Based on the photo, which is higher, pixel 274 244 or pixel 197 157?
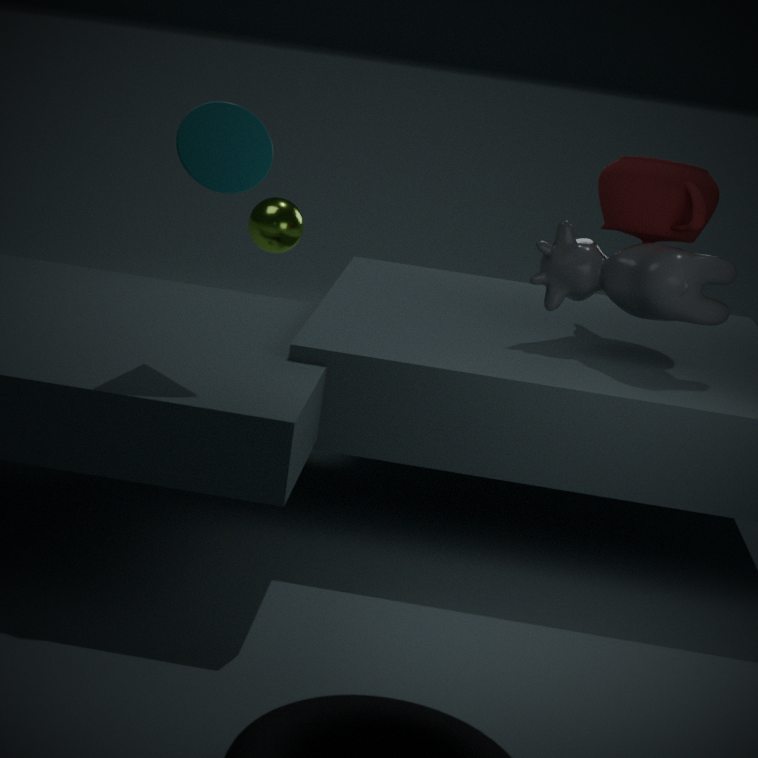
pixel 197 157
